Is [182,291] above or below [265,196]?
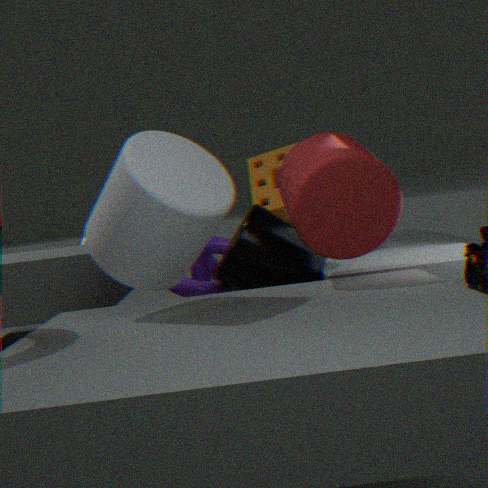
below
